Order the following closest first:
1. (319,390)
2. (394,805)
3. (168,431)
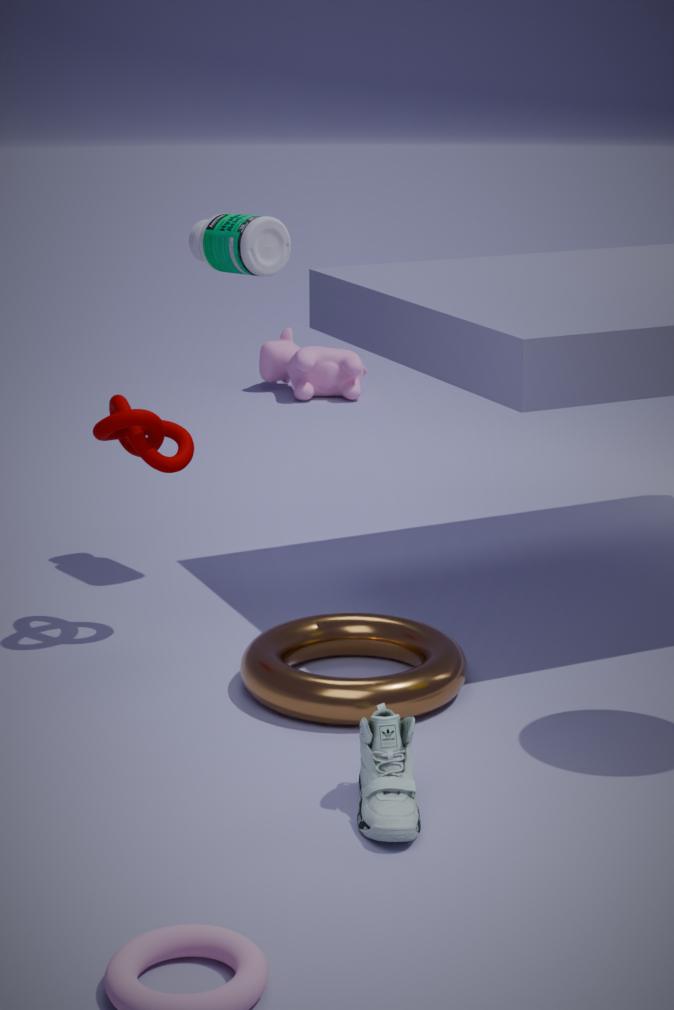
(394,805) → (168,431) → (319,390)
